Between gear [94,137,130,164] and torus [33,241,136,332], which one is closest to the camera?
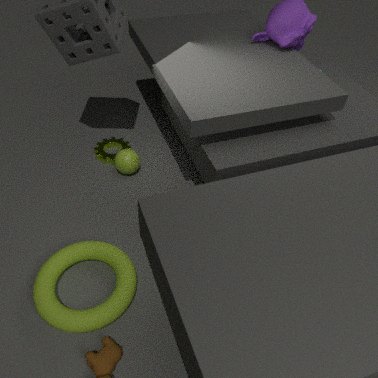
torus [33,241,136,332]
